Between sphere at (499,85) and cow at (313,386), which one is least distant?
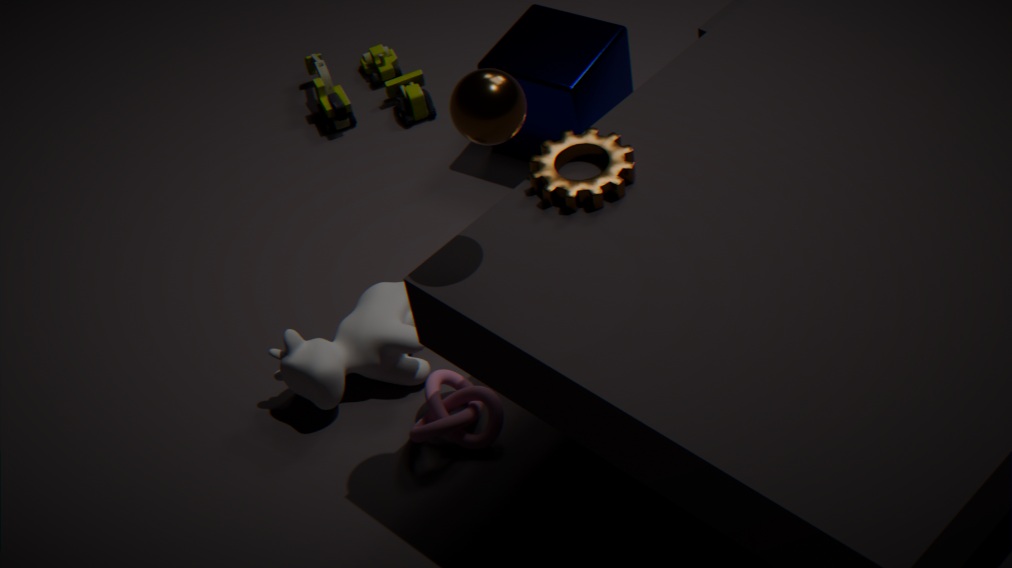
sphere at (499,85)
